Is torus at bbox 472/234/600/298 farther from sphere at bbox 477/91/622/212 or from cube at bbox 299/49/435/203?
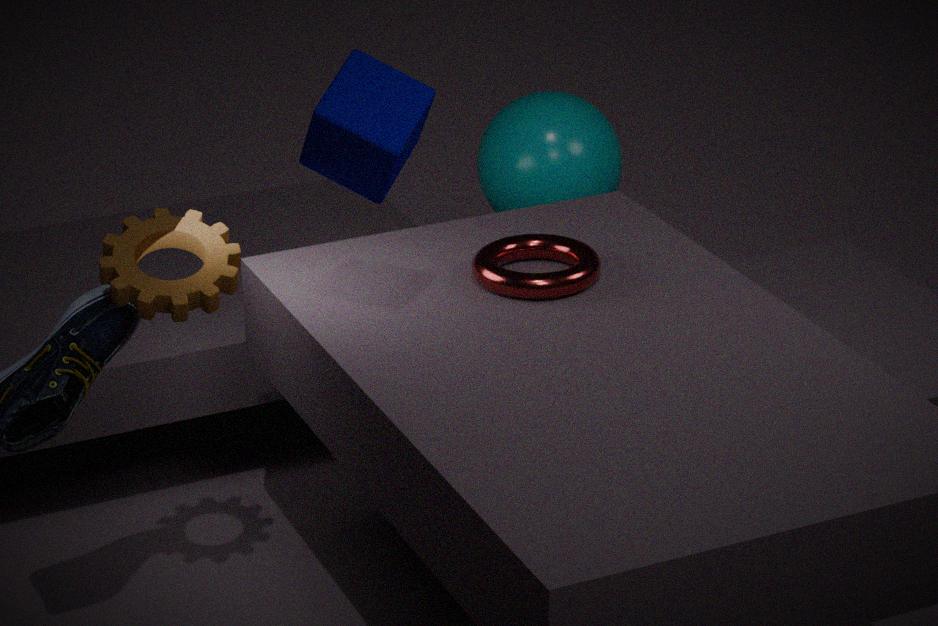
sphere at bbox 477/91/622/212
